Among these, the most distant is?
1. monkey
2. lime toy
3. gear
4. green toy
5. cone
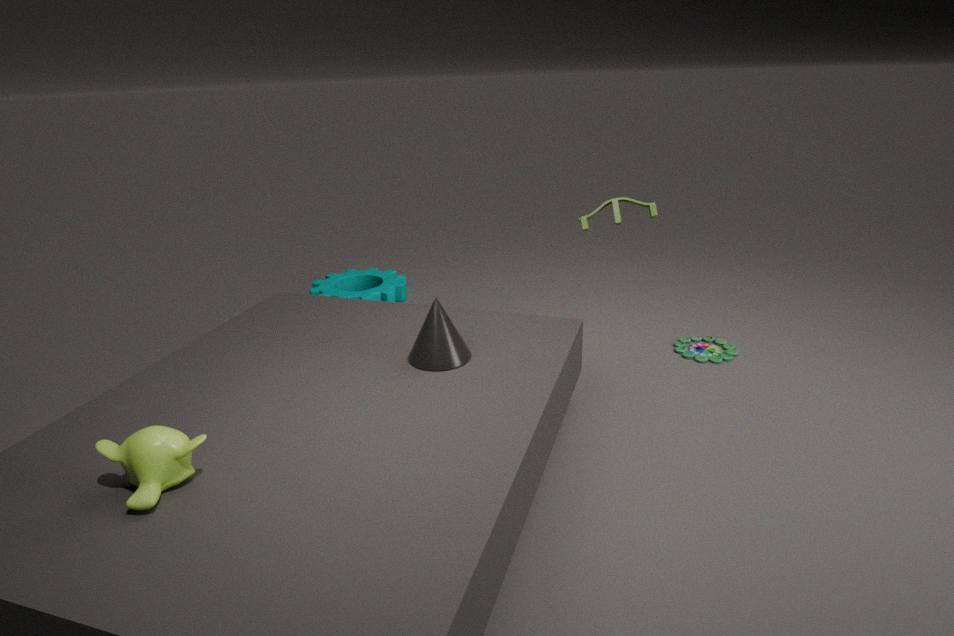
gear
